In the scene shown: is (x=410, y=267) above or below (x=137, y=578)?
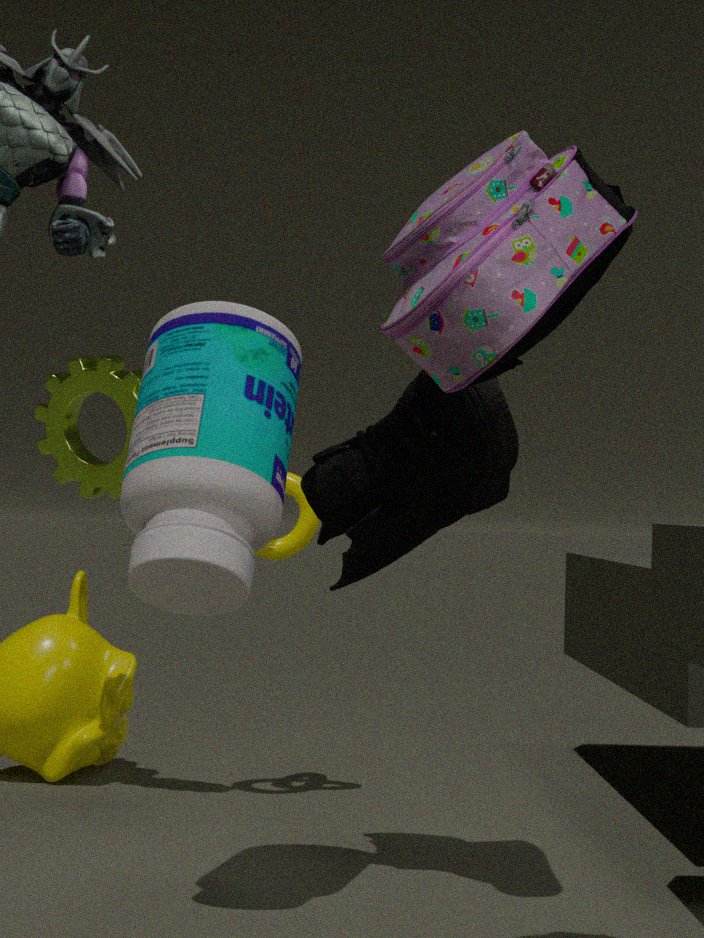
above
